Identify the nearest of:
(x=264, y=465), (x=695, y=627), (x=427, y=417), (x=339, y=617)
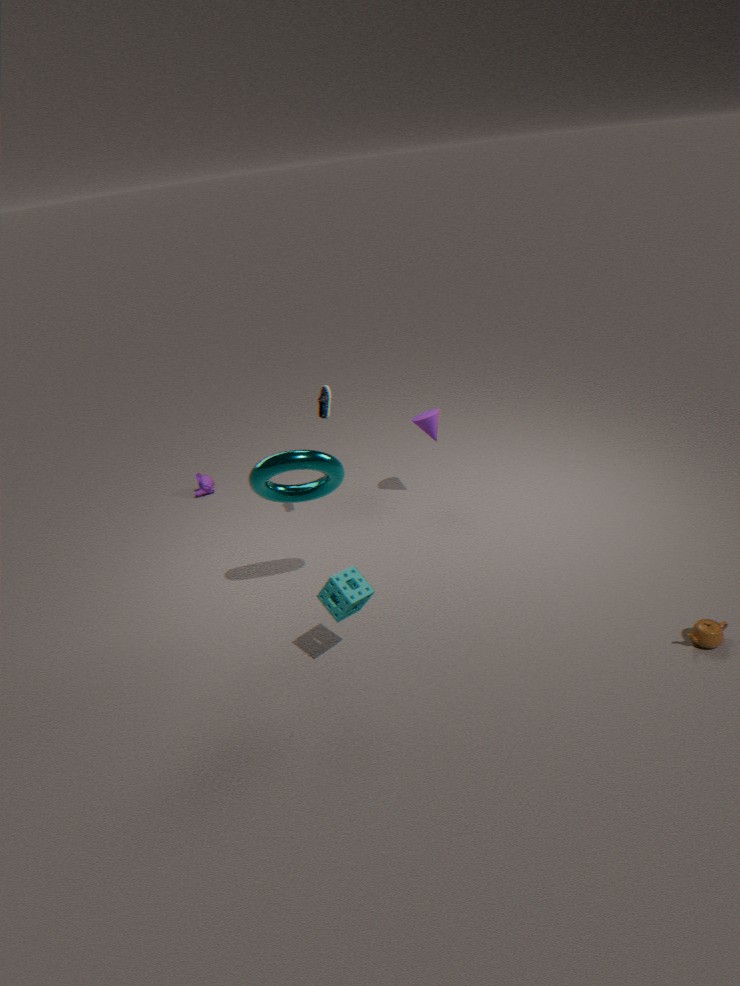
(x=339, y=617)
